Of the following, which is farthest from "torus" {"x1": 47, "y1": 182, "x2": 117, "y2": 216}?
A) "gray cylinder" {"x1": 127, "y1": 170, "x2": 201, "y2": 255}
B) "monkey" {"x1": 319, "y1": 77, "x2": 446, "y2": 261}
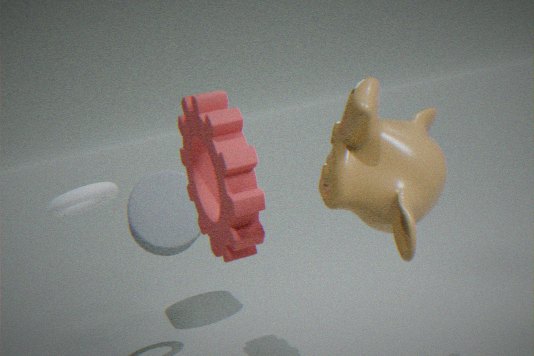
"monkey" {"x1": 319, "y1": 77, "x2": 446, "y2": 261}
